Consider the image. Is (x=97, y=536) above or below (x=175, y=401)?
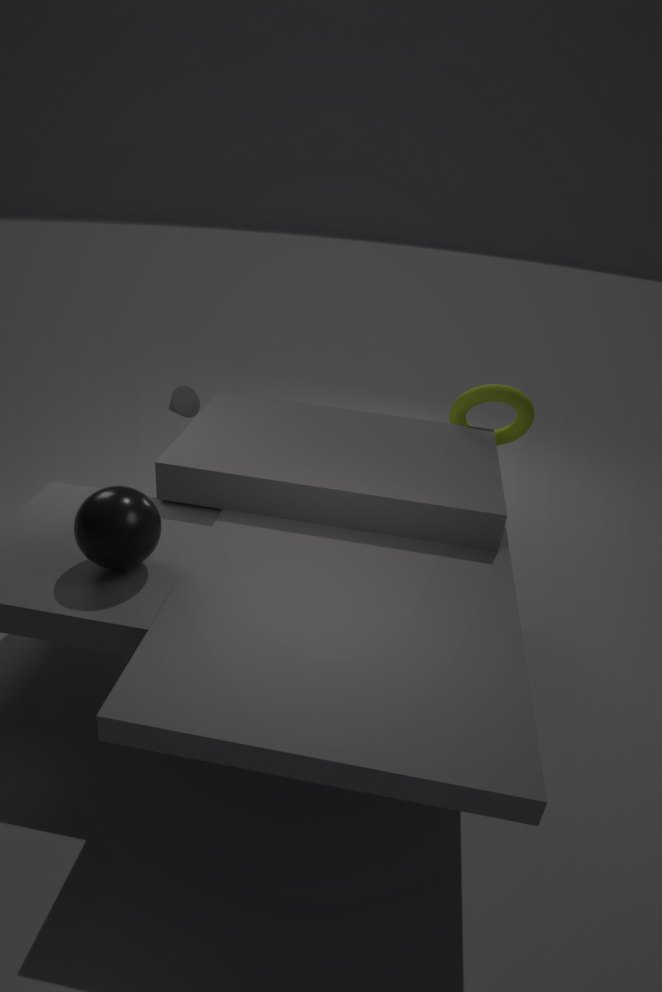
above
